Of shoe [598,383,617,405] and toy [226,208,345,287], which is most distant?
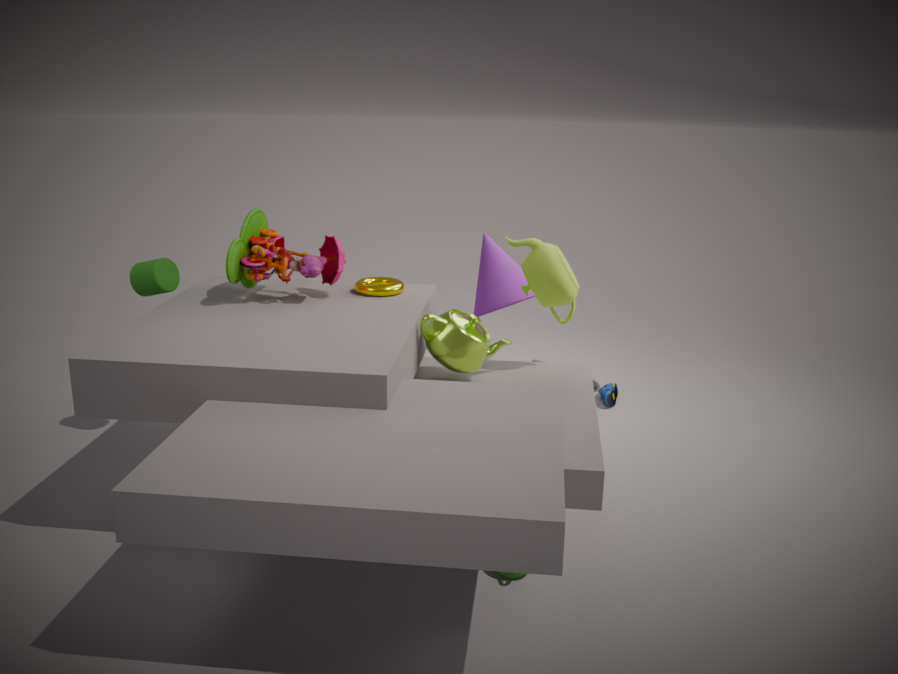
shoe [598,383,617,405]
